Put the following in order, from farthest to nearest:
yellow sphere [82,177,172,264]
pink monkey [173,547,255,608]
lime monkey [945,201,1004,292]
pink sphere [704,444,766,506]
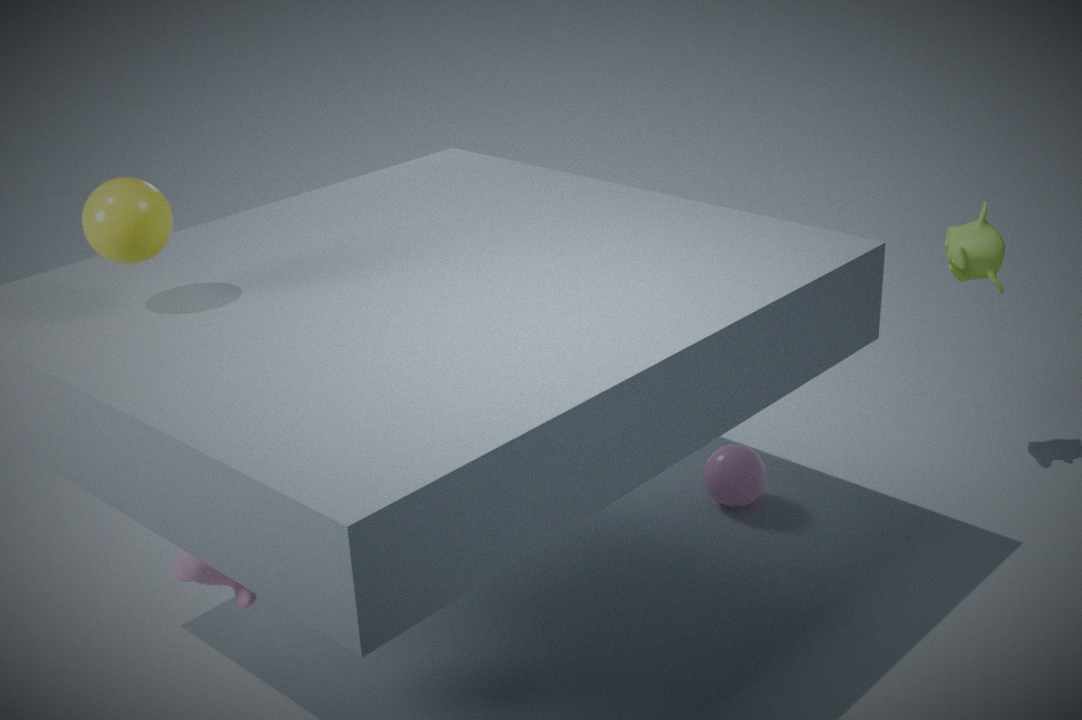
1. pink sphere [704,444,766,506]
2. lime monkey [945,201,1004,292]
3. pink monkey [173,547,255,608]
4. yellow sphere [82,177,172,264]
